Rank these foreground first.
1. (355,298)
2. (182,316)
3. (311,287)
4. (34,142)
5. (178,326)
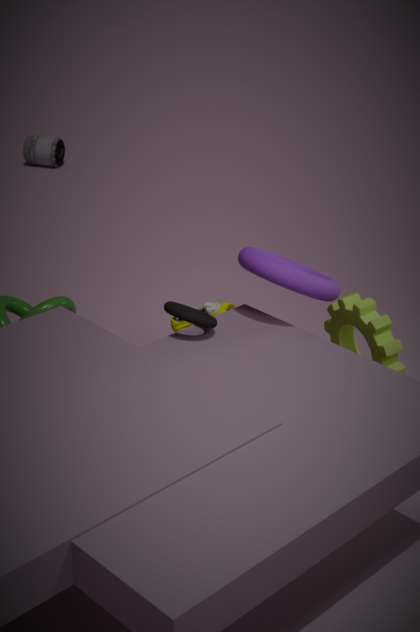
(182,316)
(311,287)
(355,298)
(178,326)
(34,142)
